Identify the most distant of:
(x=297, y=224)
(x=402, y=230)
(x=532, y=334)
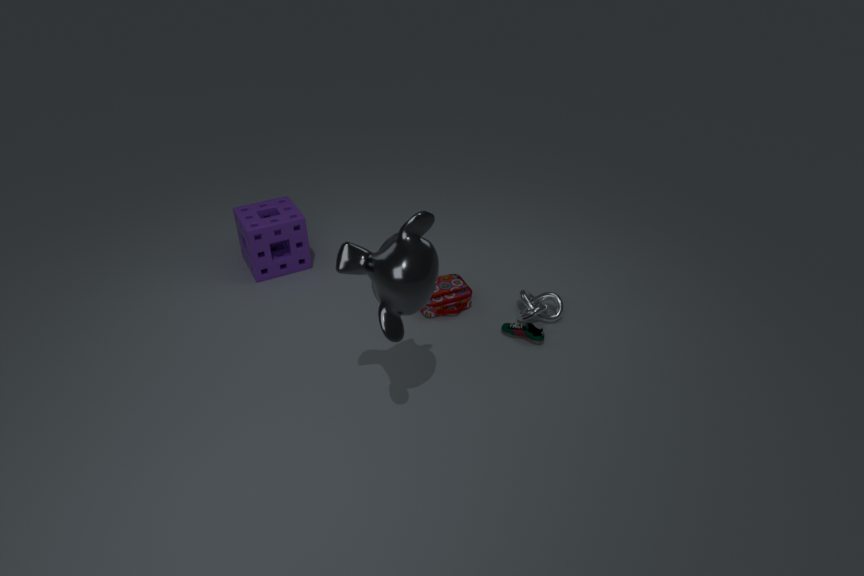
(x=297, y=224)
